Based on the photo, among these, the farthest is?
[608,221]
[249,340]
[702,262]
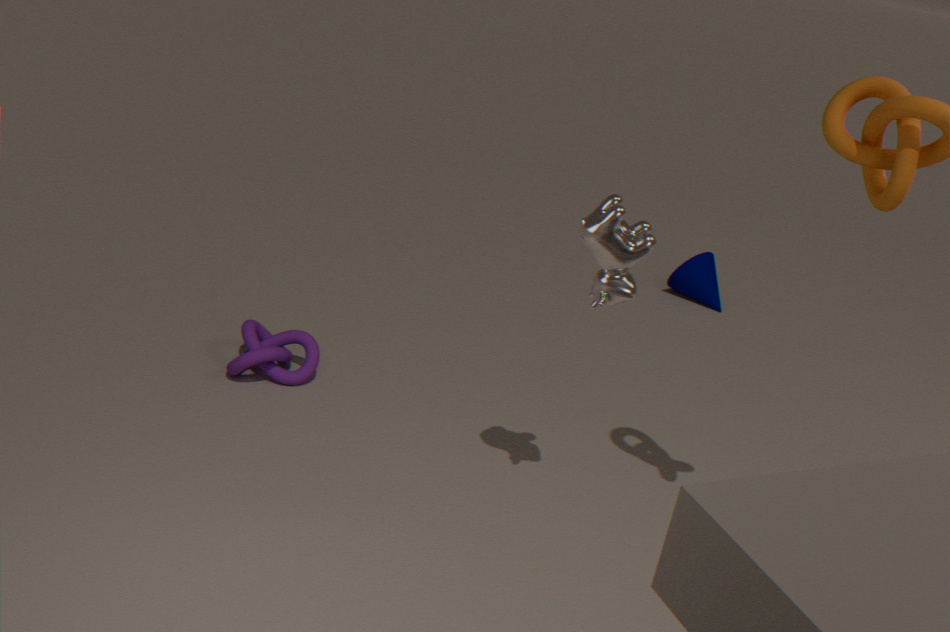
[702,262]
